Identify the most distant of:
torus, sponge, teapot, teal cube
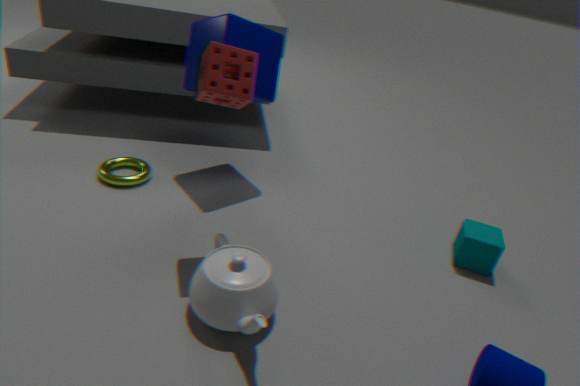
torus
